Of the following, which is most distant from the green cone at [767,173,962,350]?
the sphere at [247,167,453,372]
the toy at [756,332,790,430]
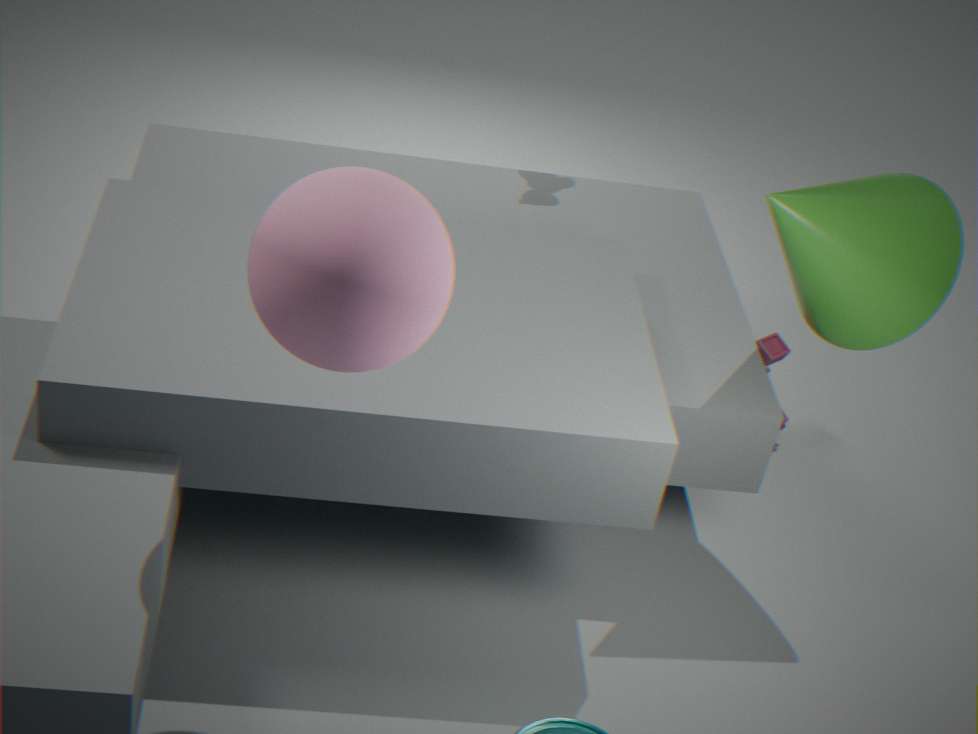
the sphere at [247,167,453,372]
